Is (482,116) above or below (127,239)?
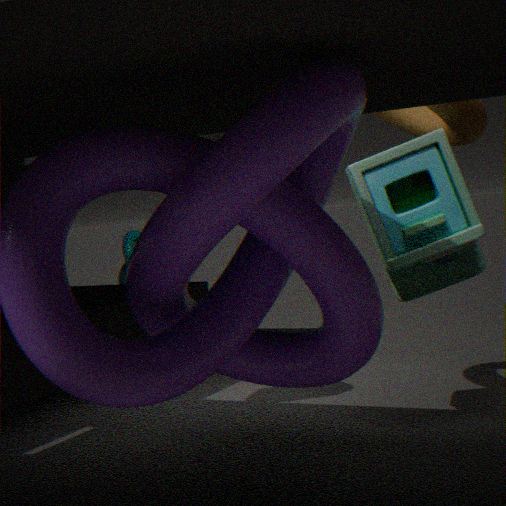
above
